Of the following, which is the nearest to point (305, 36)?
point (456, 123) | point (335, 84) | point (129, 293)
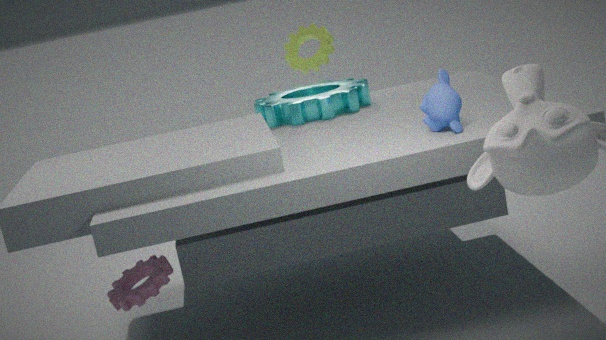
point (335, 84)
